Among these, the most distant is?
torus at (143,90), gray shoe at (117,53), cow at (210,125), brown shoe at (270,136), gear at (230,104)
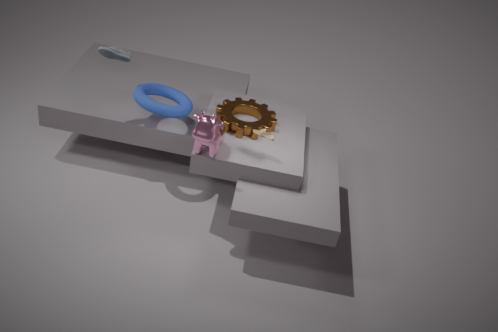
gear at (230,104)
